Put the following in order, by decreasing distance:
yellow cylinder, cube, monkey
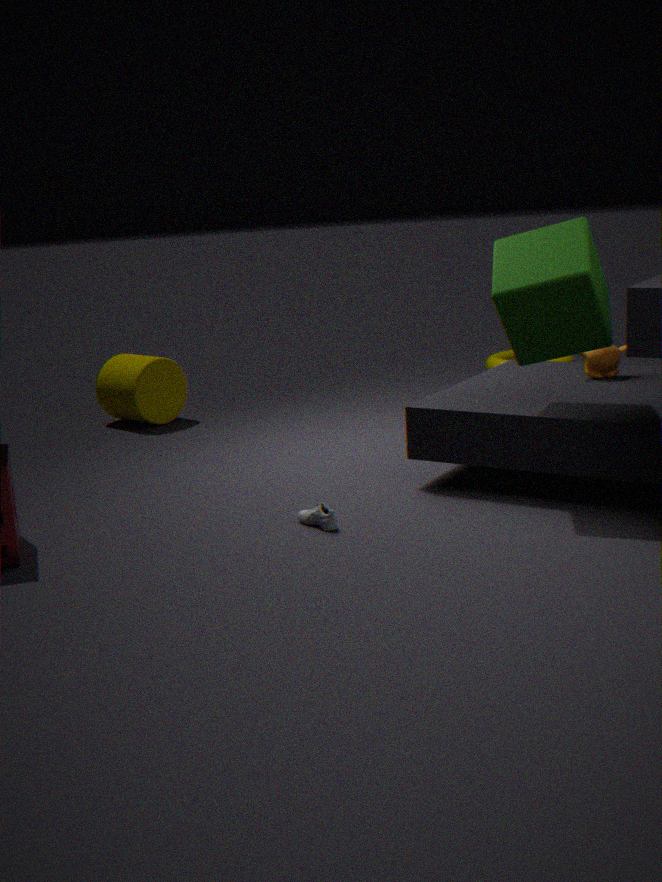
1. yellow cylinder
2. monkey
3. cube
